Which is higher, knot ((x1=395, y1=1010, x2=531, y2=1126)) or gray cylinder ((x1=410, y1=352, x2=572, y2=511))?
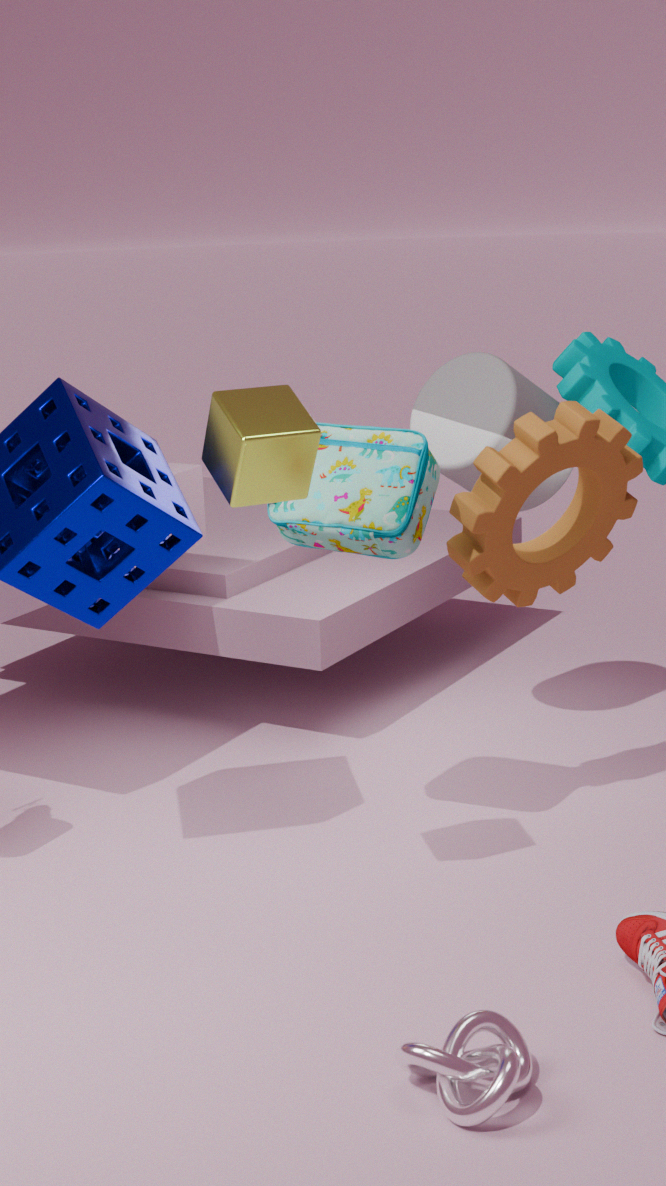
gray cylinder ((x1=410, y1=352, x2=572, y2=511))
